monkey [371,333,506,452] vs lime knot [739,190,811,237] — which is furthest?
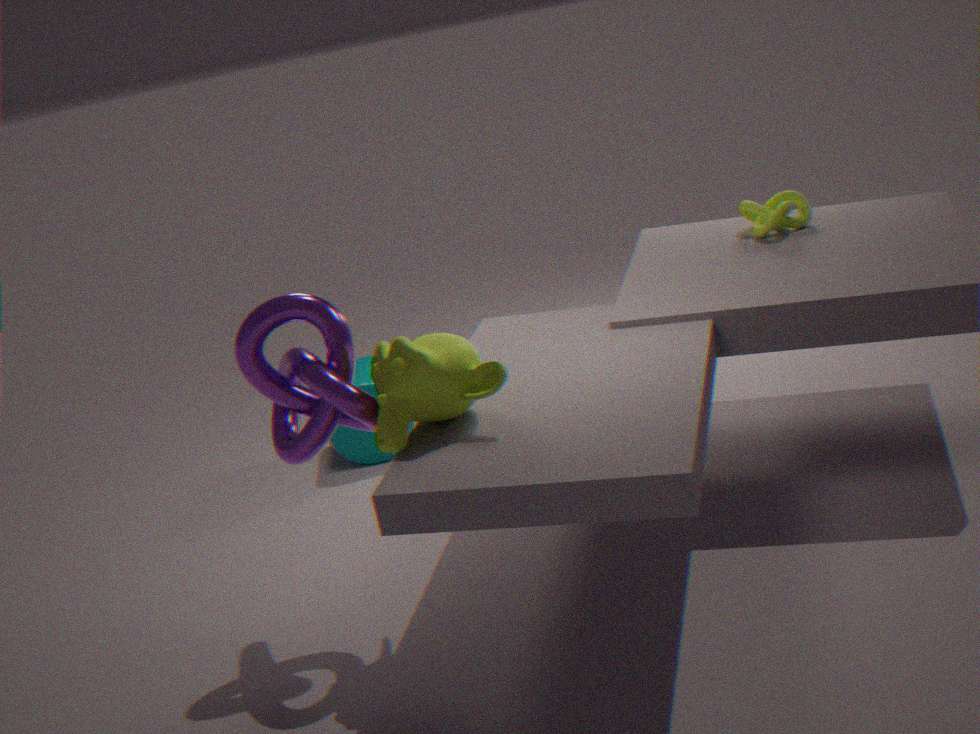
lime knot [739,190,811,237]
